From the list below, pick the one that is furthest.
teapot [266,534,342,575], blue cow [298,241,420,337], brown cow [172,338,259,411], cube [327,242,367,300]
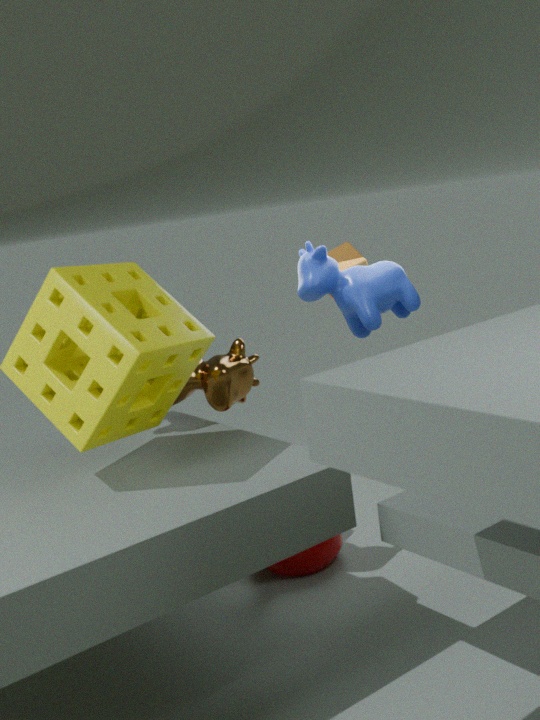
cube [327,242,367,300]
